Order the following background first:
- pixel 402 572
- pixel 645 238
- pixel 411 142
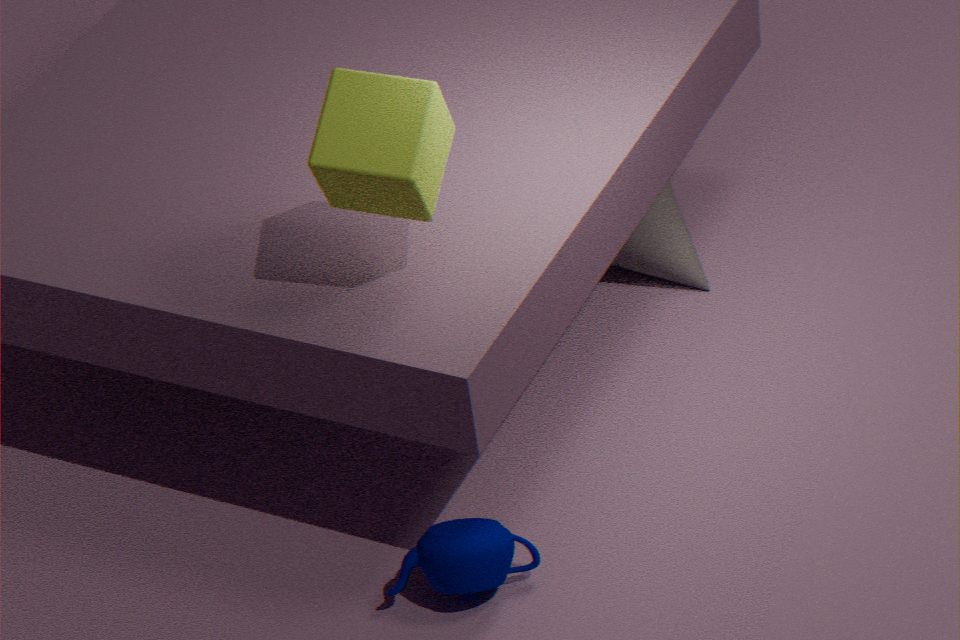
pixel 645 238 → pixel 402 572 → pixel 411 142
